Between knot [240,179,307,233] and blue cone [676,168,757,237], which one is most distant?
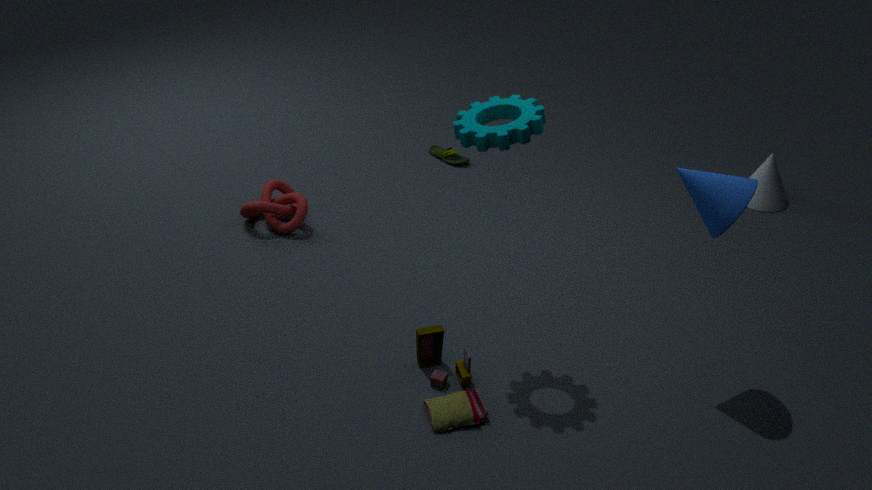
knot [240,179,307,233]
